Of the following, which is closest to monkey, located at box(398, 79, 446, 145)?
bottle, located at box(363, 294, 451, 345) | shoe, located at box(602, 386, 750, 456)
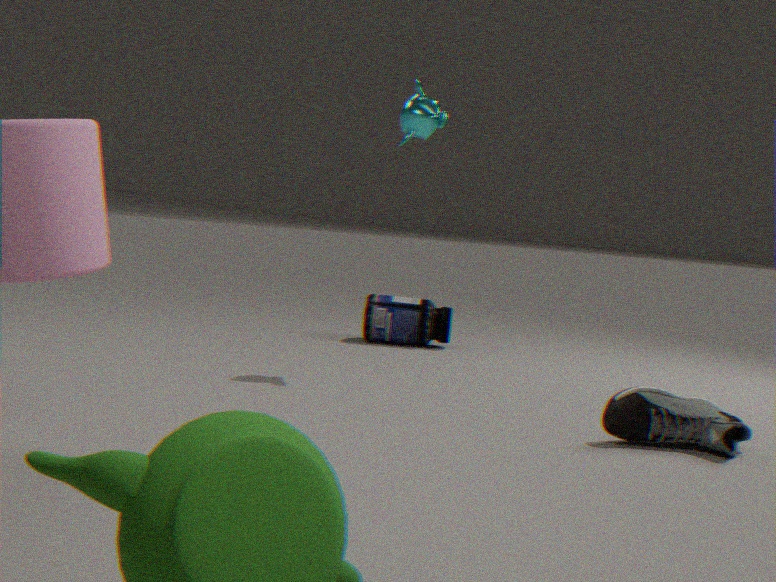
bottle, located at box(363, 294, 451, 345)
